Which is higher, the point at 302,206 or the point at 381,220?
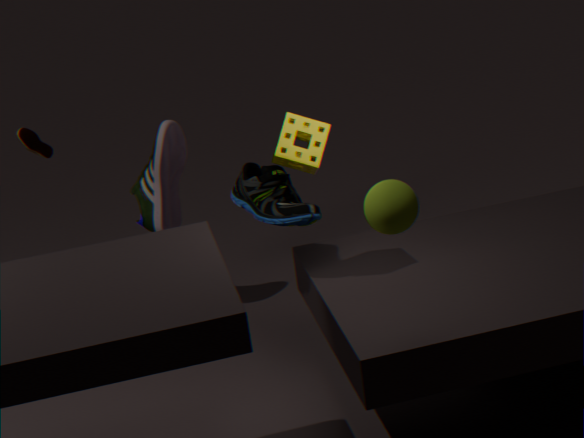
the point at 381,220
